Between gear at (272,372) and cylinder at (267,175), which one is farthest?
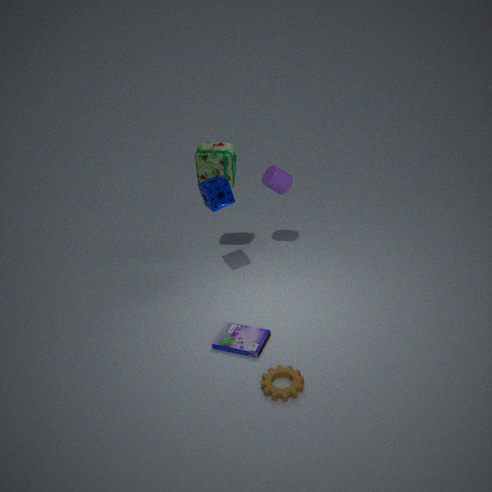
cylinder at (267,175)
